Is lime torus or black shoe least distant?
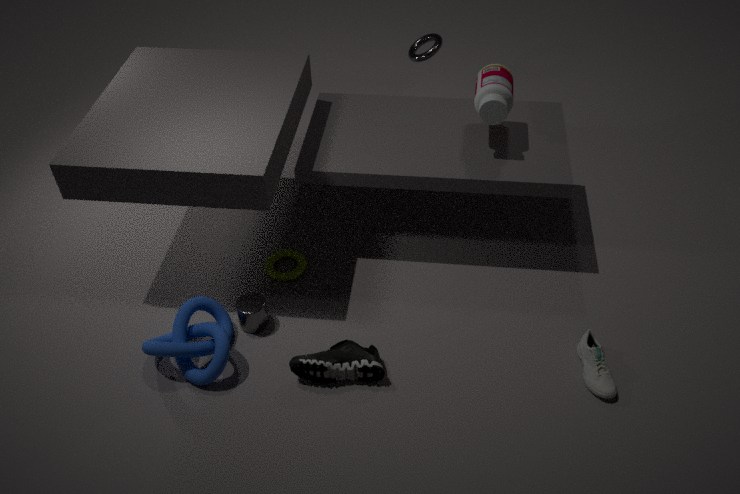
black shoe
